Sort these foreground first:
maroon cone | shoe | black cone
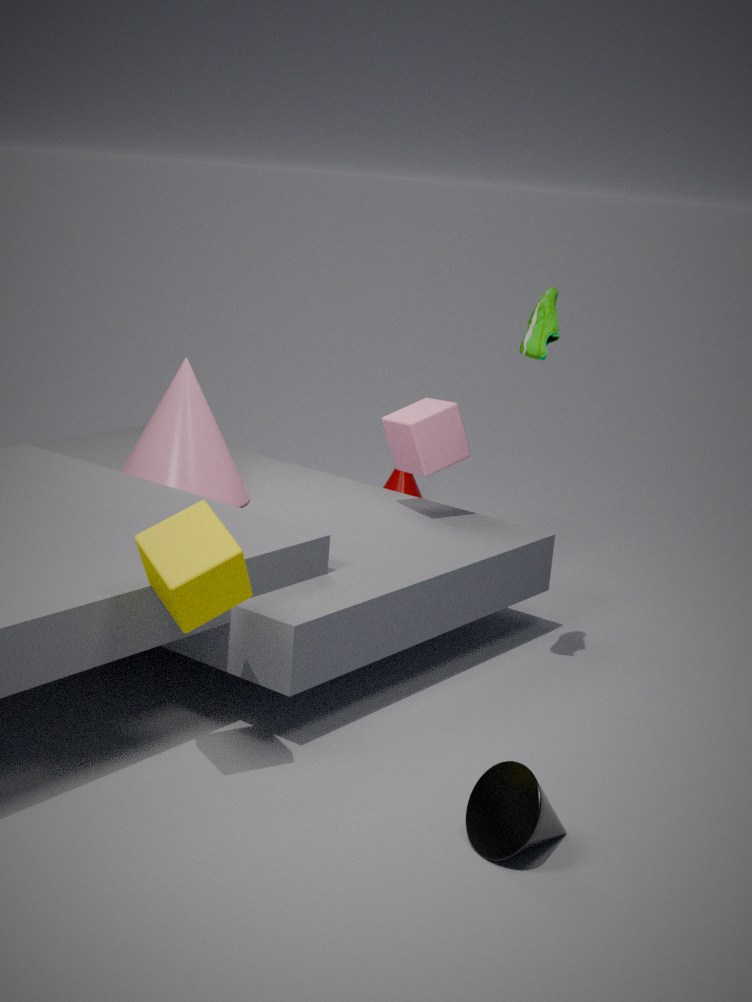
black cone < shoe < maroon cone
